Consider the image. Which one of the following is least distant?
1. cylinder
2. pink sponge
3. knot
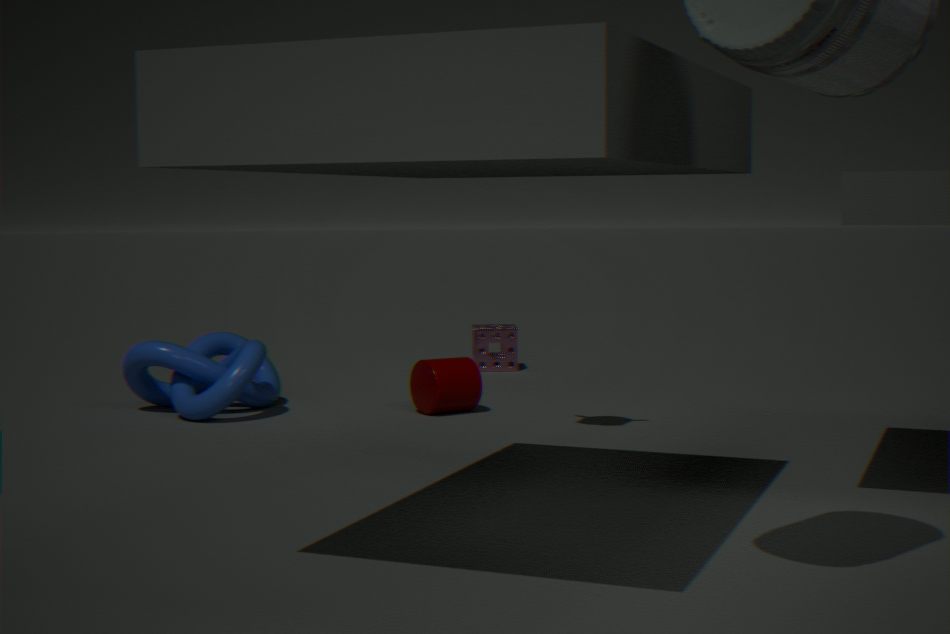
knot
